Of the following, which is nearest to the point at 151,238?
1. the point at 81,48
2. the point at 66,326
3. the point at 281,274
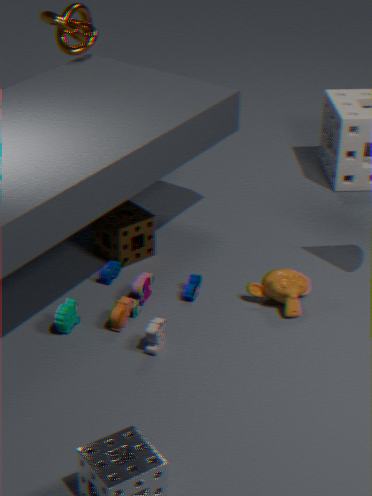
the point at 66,326
